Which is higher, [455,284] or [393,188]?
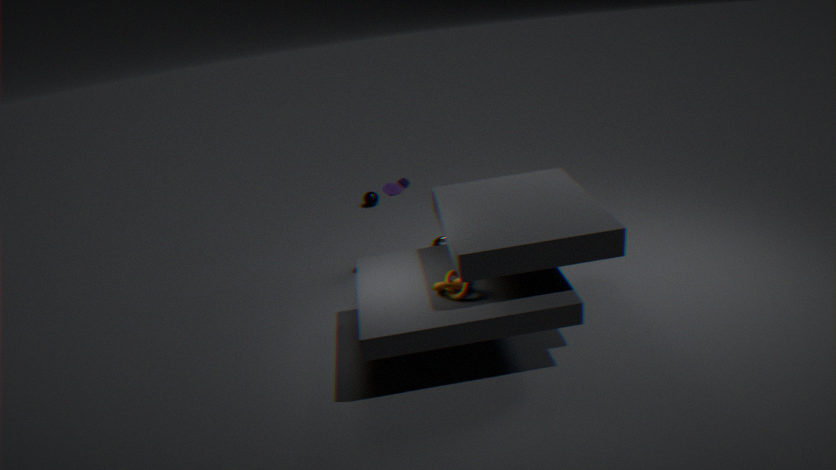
[393,188]
